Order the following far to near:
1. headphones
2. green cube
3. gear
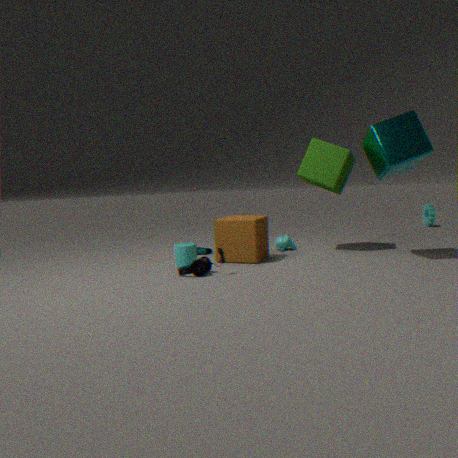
gear
green cube
headphones
